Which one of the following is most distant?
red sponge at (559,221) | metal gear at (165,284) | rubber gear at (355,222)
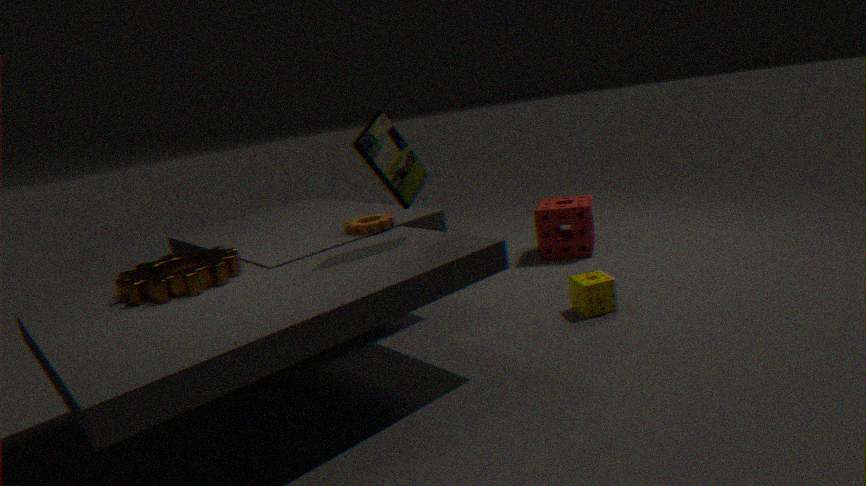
red sponge at (559,221)
